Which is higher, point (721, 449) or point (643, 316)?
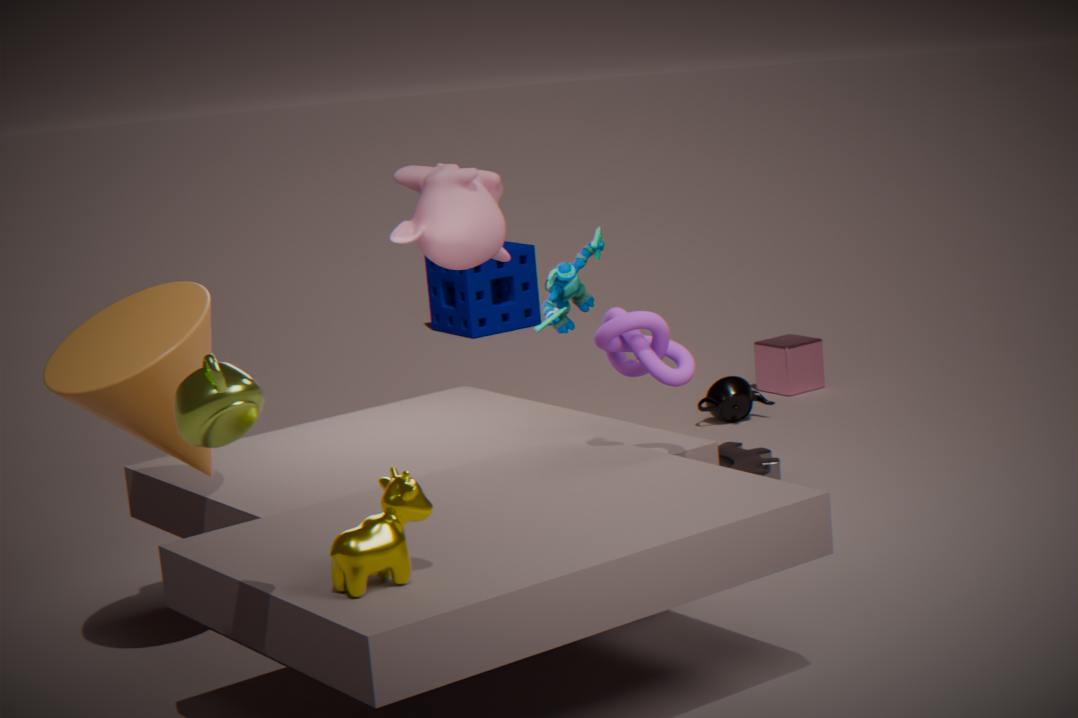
point (643, 316)
